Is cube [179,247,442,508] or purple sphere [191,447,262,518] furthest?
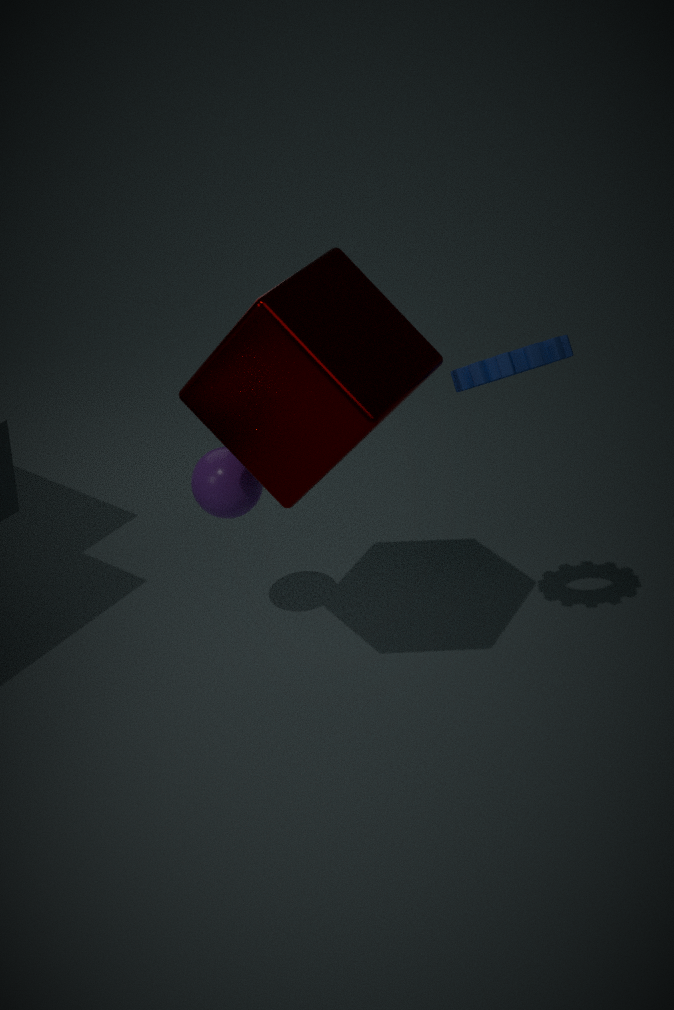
purple sphere [191,447,262,518]
